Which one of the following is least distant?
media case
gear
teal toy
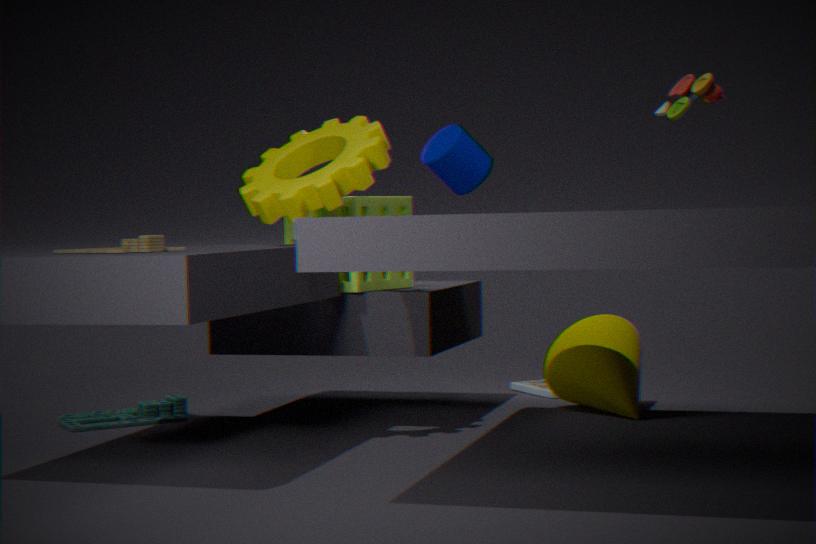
gear
